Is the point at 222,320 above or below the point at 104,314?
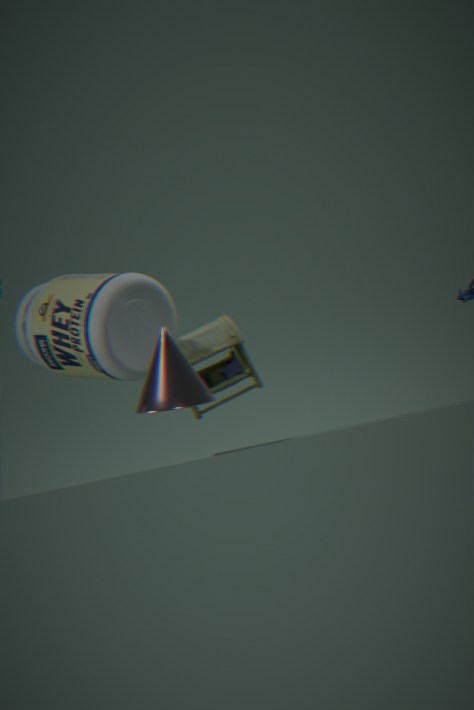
below
